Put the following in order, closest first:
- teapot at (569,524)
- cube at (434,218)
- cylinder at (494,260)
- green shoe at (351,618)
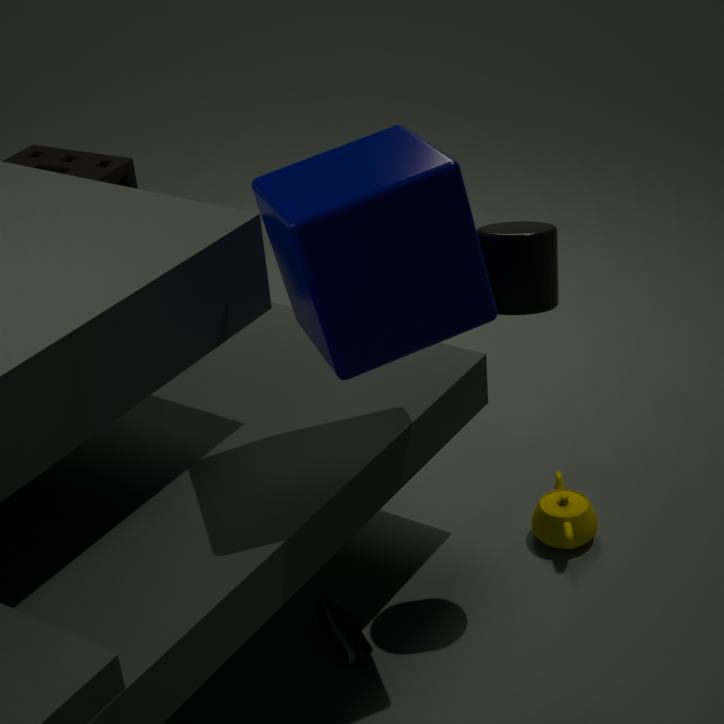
cube at (434,218) < cylinder at (494,260) < green shoe at (351,618) < teapot at (569,524)
